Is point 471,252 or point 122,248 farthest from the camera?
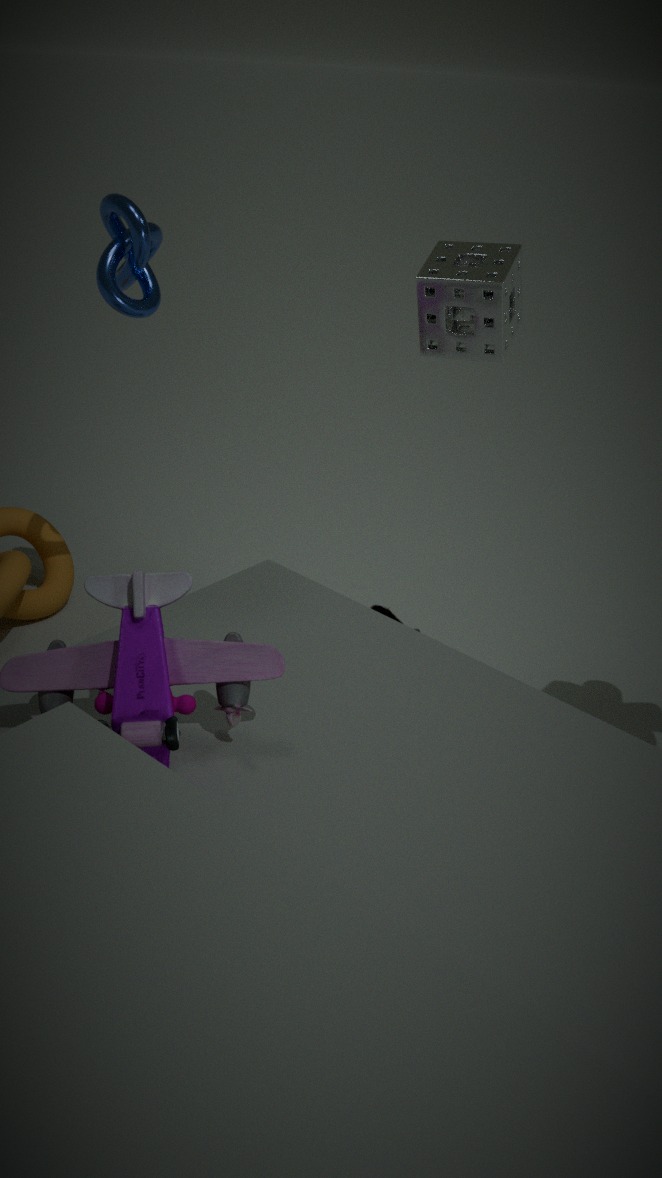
point 122,248
